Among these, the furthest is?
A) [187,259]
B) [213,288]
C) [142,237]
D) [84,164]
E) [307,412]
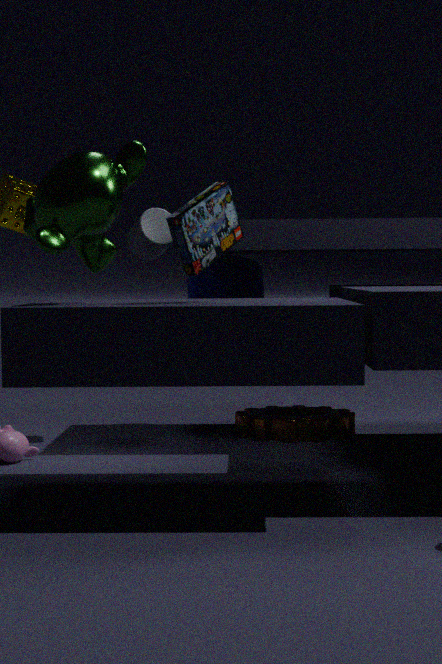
E. [307,412]
